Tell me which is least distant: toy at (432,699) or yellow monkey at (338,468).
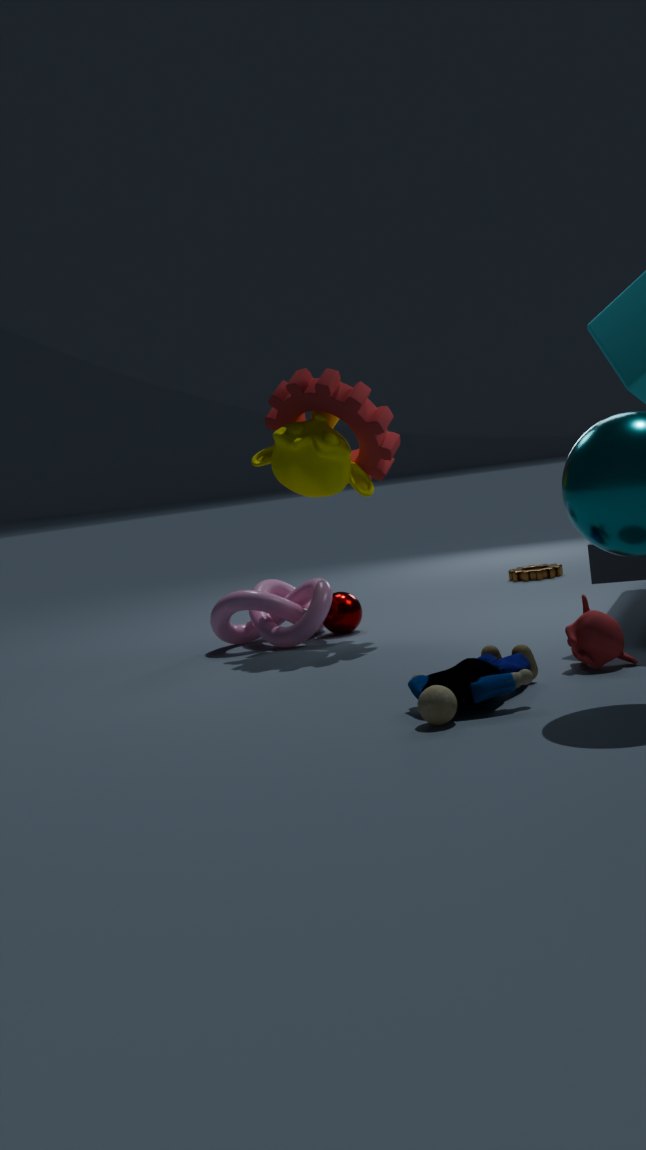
toy at (432,699)
